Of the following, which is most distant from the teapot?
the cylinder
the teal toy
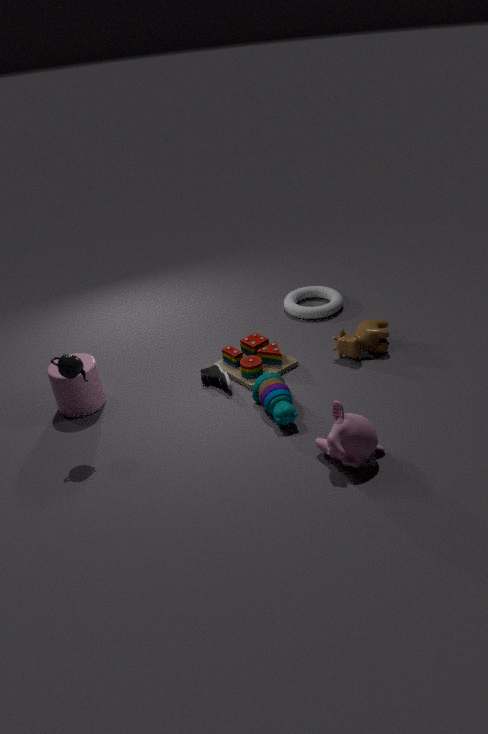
the teal toy
